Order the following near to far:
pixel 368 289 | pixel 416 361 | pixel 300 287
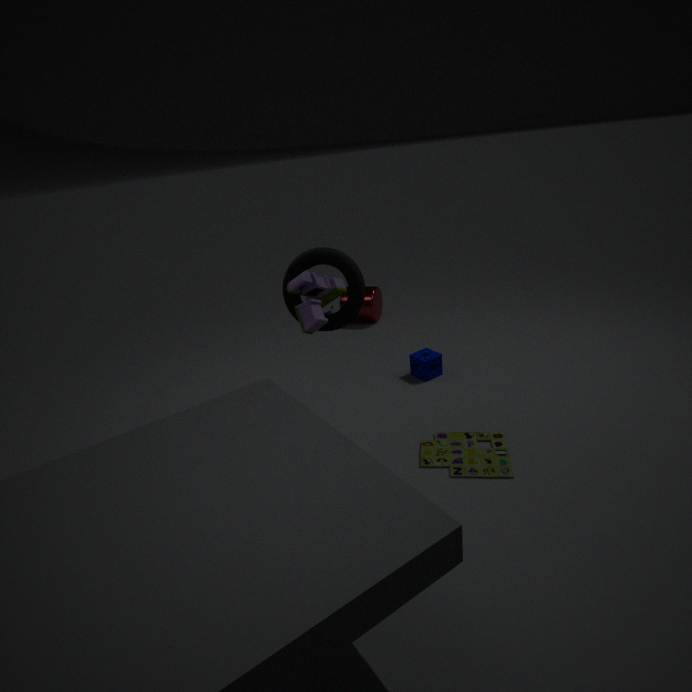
1. pixel 300 287
2. pixel 416 361
3. pixel 368 289
